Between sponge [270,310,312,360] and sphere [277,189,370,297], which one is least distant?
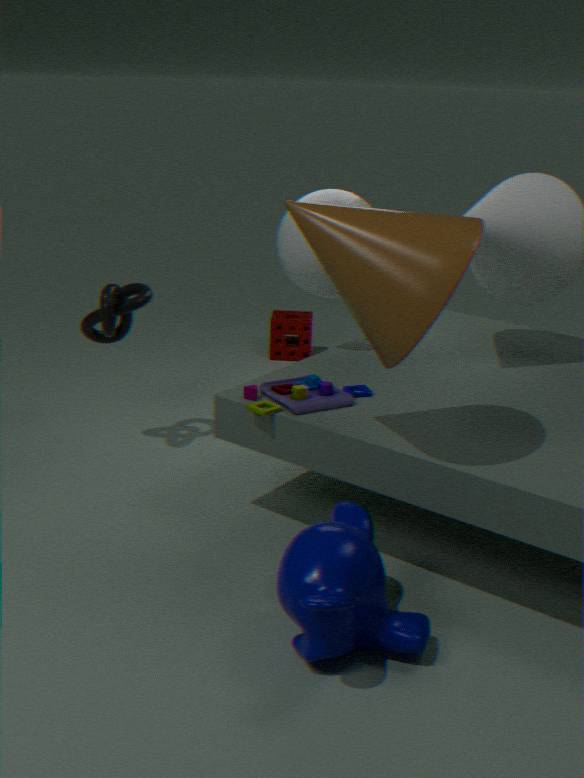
sphere [277,189,370,297]
